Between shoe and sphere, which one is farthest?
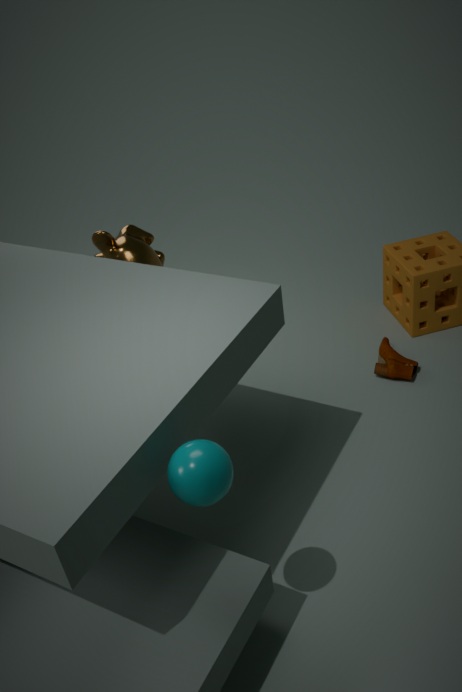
shoe
